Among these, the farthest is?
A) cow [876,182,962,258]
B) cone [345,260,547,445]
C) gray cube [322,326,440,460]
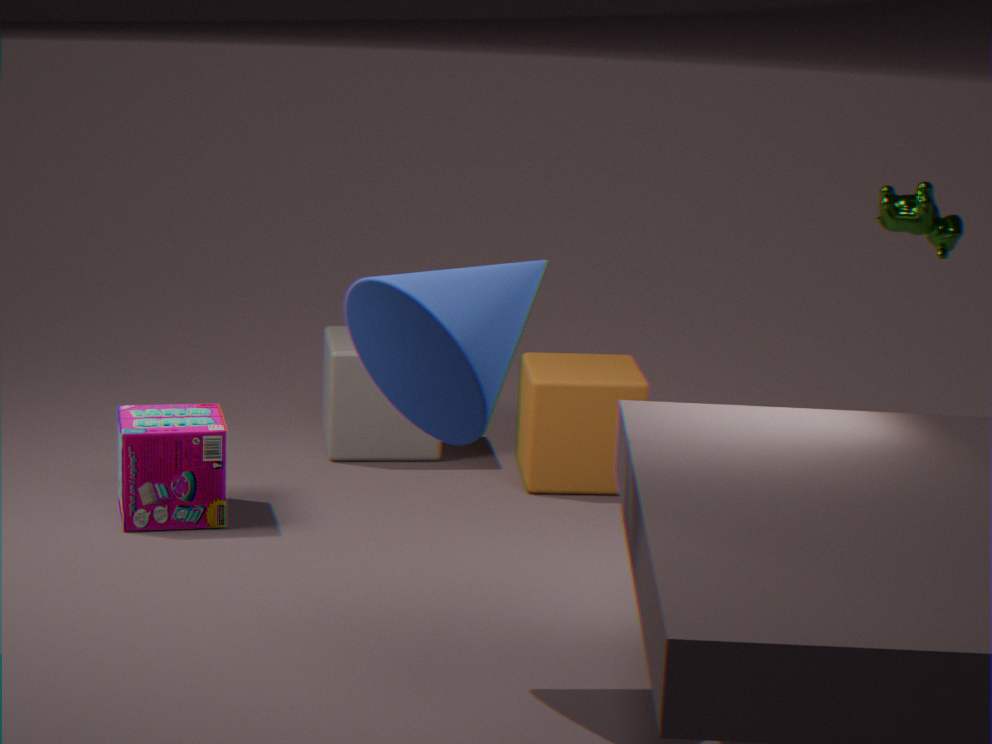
gray cube [322,326,440,460]
